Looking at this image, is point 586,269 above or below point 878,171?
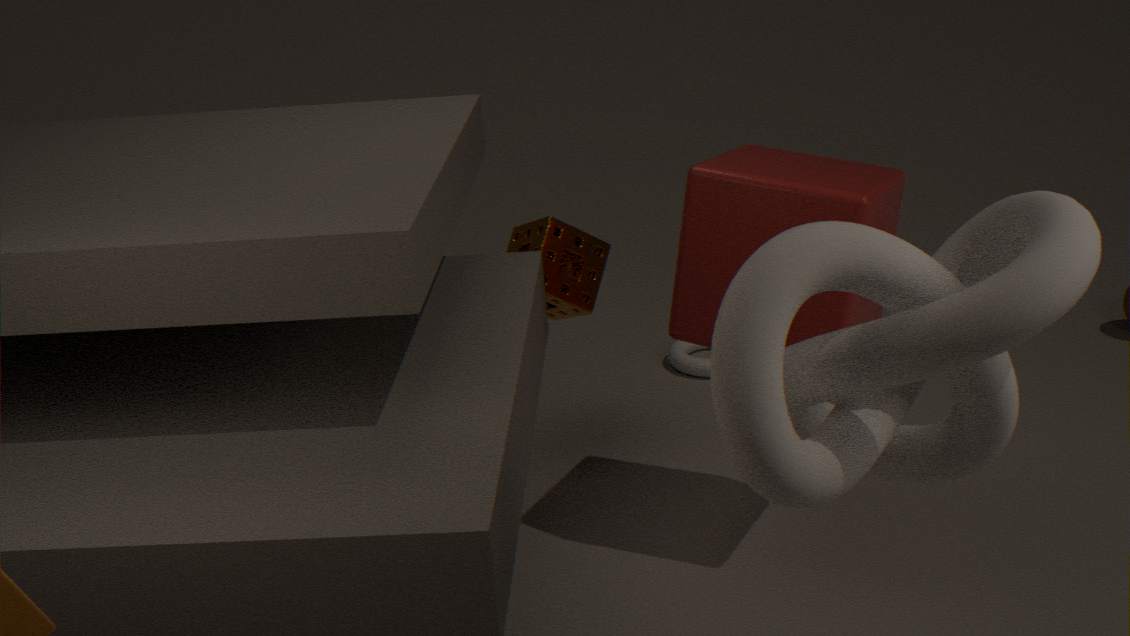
below
